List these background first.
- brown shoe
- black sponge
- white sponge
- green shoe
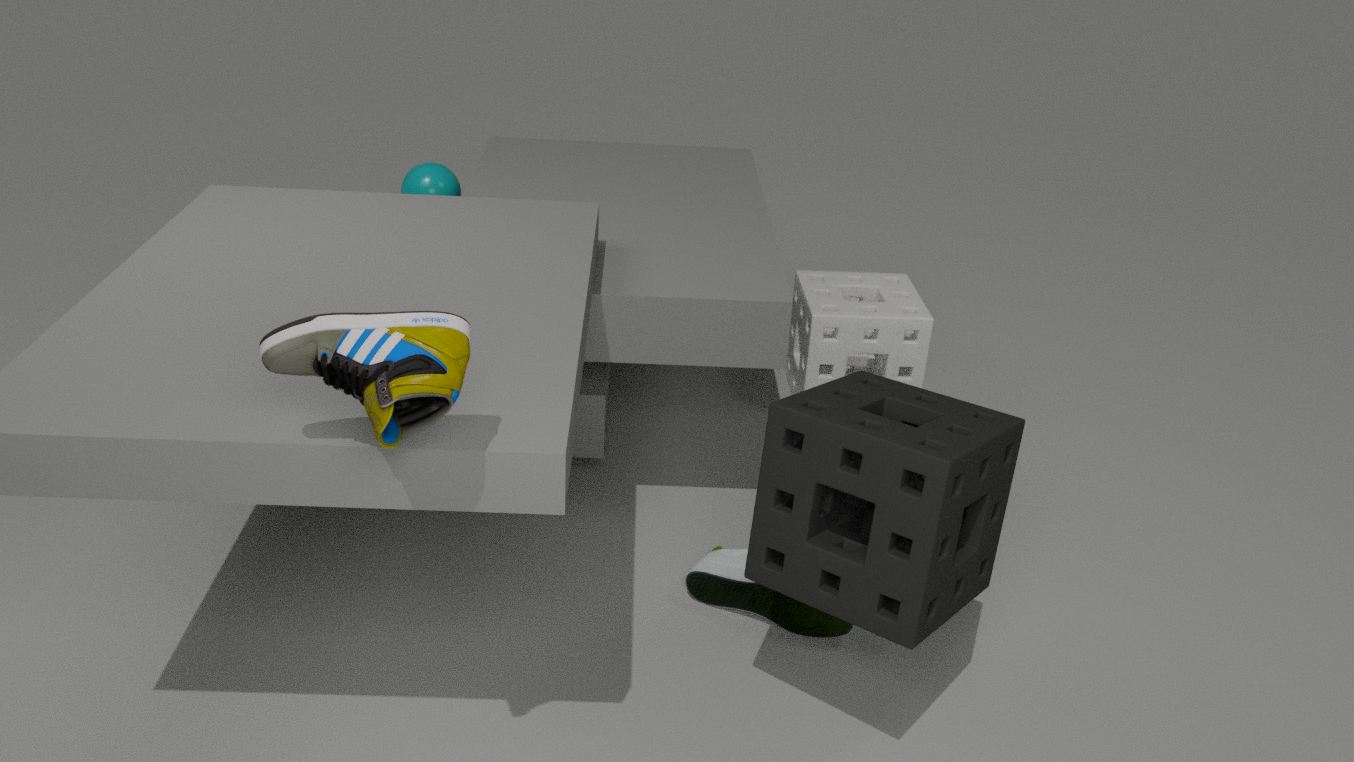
white sponge
green shoe
black sponge
brown shoe
